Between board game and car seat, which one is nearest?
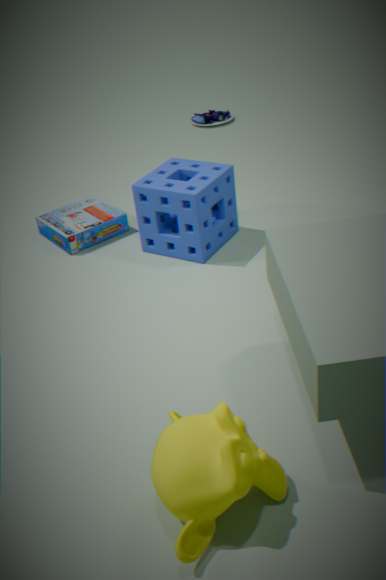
board game
